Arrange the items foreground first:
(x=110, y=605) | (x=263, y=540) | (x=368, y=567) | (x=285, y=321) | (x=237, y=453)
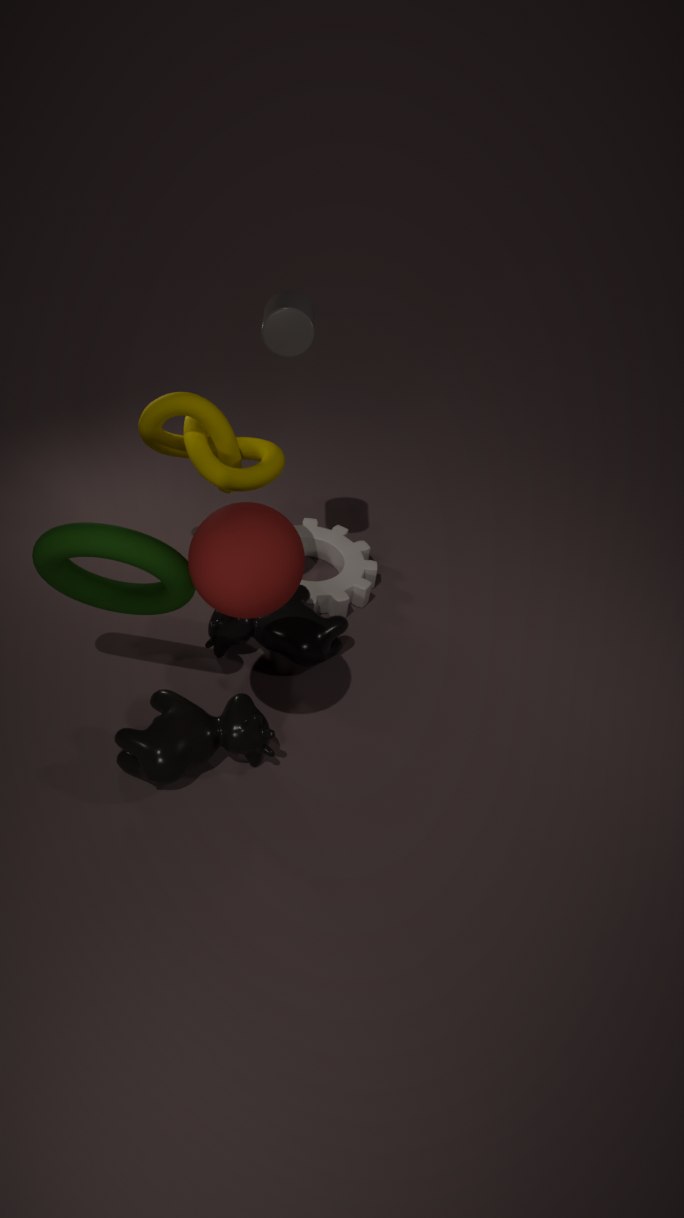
(x=263, y=540)
(x=285, y=321)
(x=110, y=605)
(x=237, y=453)
(x=368, y=567)
